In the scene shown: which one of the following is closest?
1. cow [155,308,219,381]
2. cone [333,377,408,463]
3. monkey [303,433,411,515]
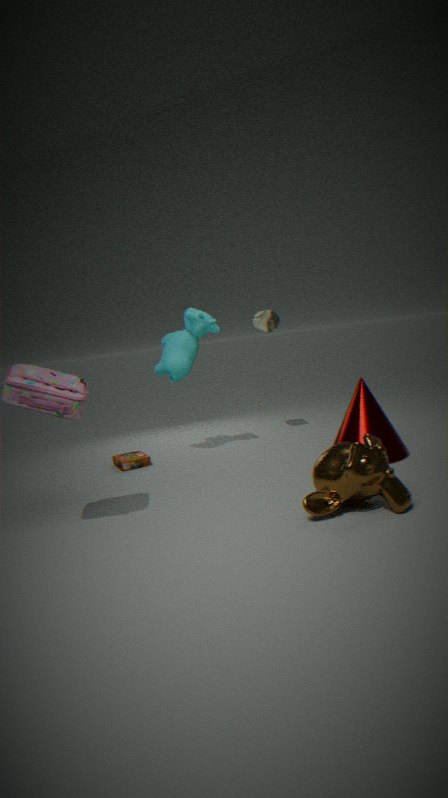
monkey [303,433,411,515]
